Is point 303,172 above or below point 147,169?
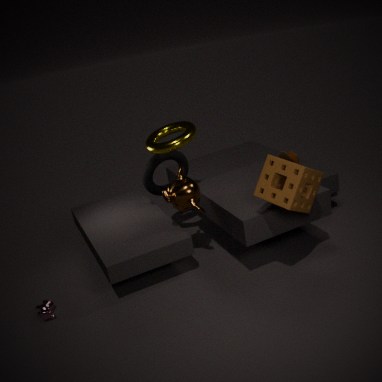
above
